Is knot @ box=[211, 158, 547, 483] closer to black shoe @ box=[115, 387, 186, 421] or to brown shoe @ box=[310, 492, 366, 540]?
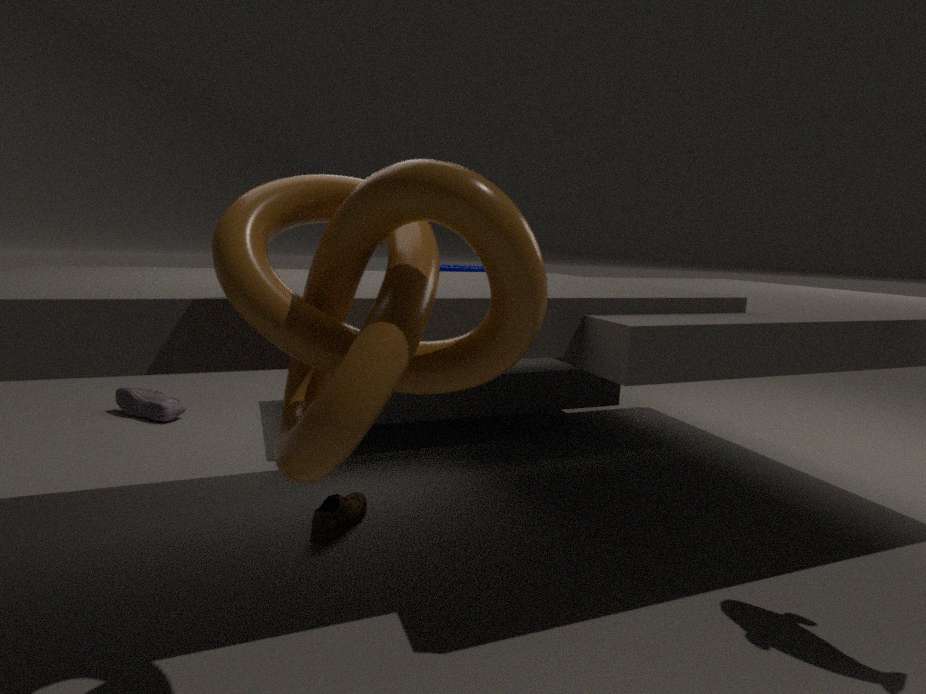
brown shoe @ box=[310, 492, 366, 540]
